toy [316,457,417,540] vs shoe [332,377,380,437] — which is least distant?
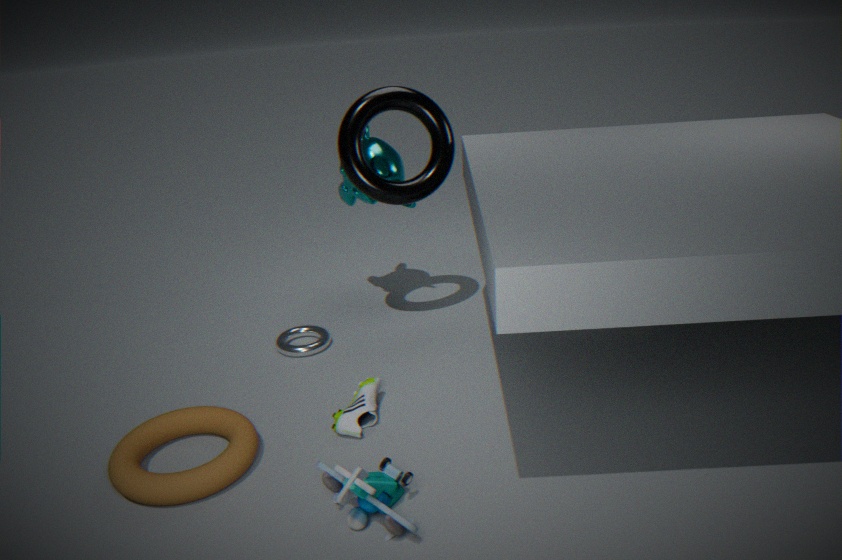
toy [316,457,417,540]
